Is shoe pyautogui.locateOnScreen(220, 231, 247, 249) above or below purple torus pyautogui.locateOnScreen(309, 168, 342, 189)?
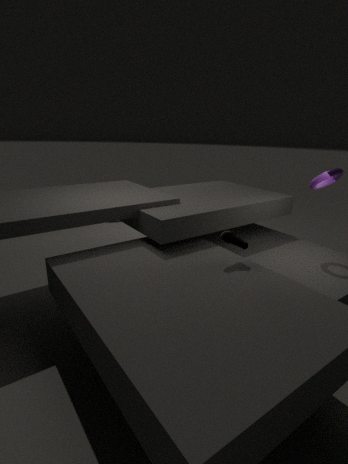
below
